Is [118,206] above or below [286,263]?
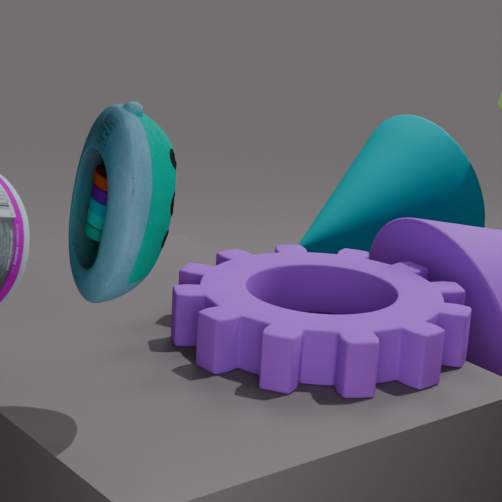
above
